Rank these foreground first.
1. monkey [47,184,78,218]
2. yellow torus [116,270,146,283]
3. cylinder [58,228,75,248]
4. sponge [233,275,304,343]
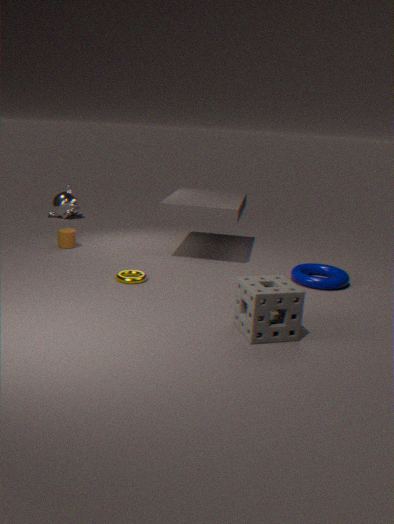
sponge [233,275,304,343] → yellow torus [116,270,146,283] → cylinder [58,228,75,248] → monkey [47,184,78,218]
